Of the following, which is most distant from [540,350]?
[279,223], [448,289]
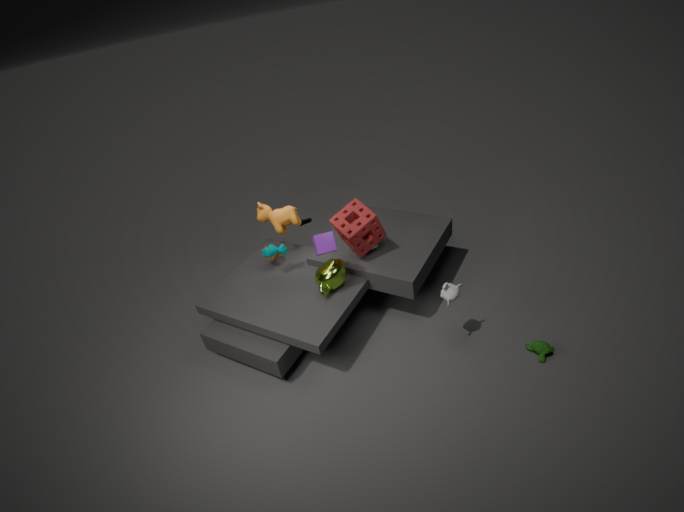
[279,223]
